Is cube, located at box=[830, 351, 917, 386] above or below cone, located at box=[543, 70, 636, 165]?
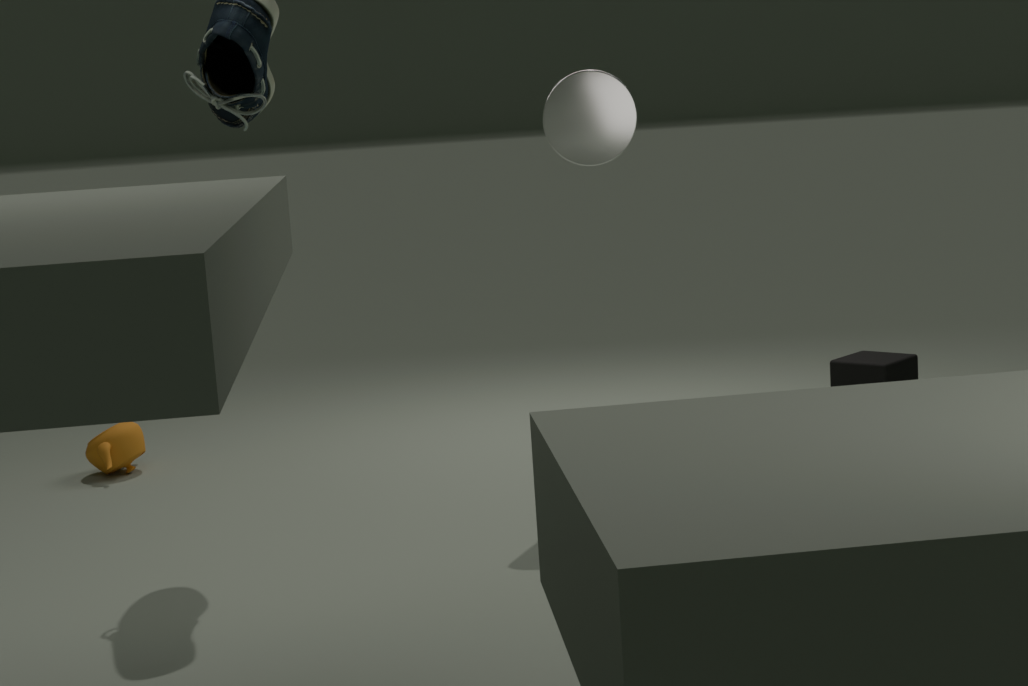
below
